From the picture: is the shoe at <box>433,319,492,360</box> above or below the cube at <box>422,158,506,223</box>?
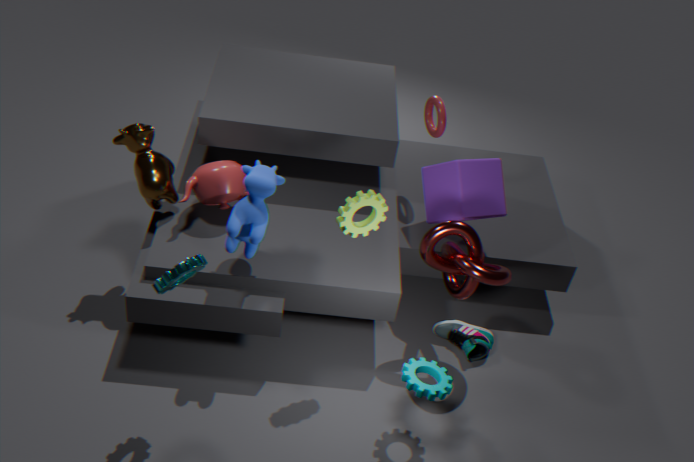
below
